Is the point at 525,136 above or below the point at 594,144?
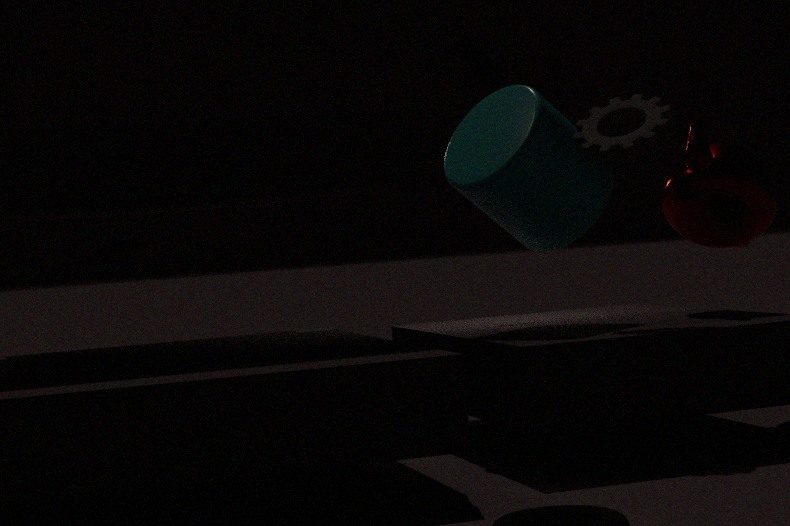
below
